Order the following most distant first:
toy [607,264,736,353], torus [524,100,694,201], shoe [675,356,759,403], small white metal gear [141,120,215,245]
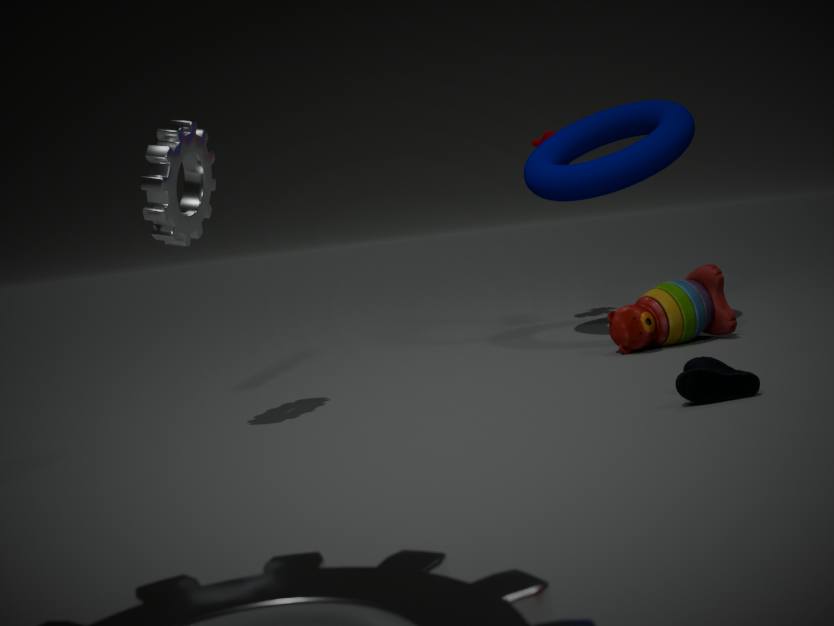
torus [524,100,694,201] → toy [607,264,736,353] → small white metal gear [141,120,215,245] → shoe [675,356,759,403]
